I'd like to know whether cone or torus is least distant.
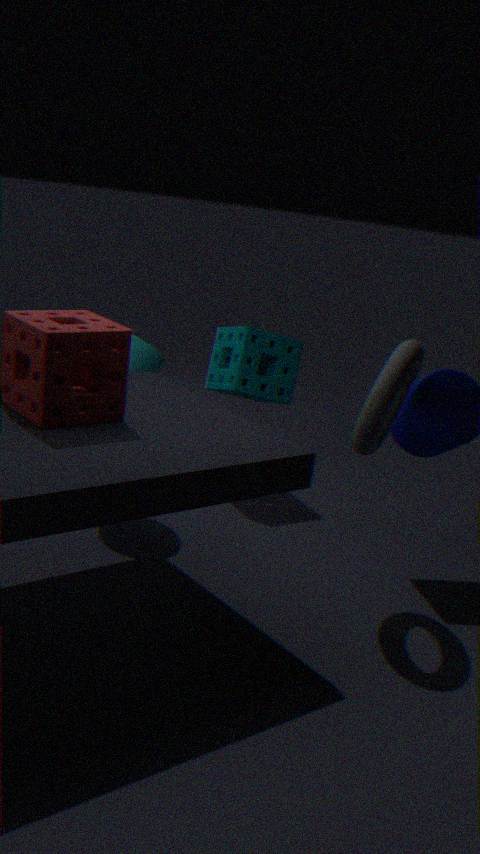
torus
